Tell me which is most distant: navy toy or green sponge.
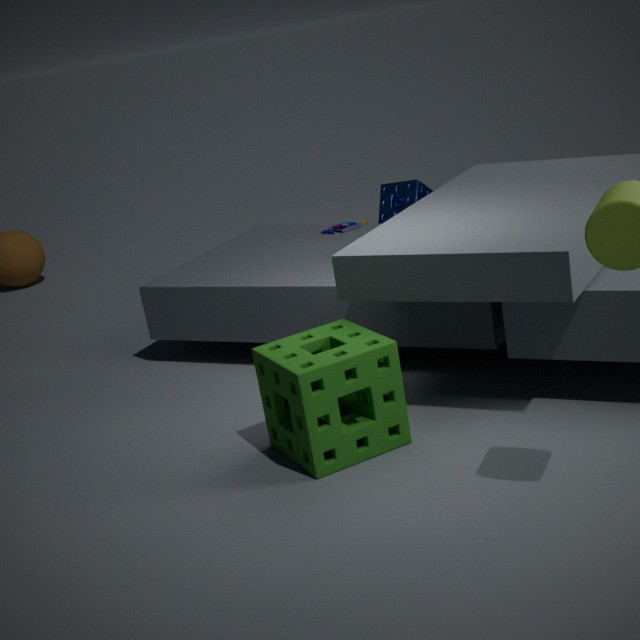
navy toy
